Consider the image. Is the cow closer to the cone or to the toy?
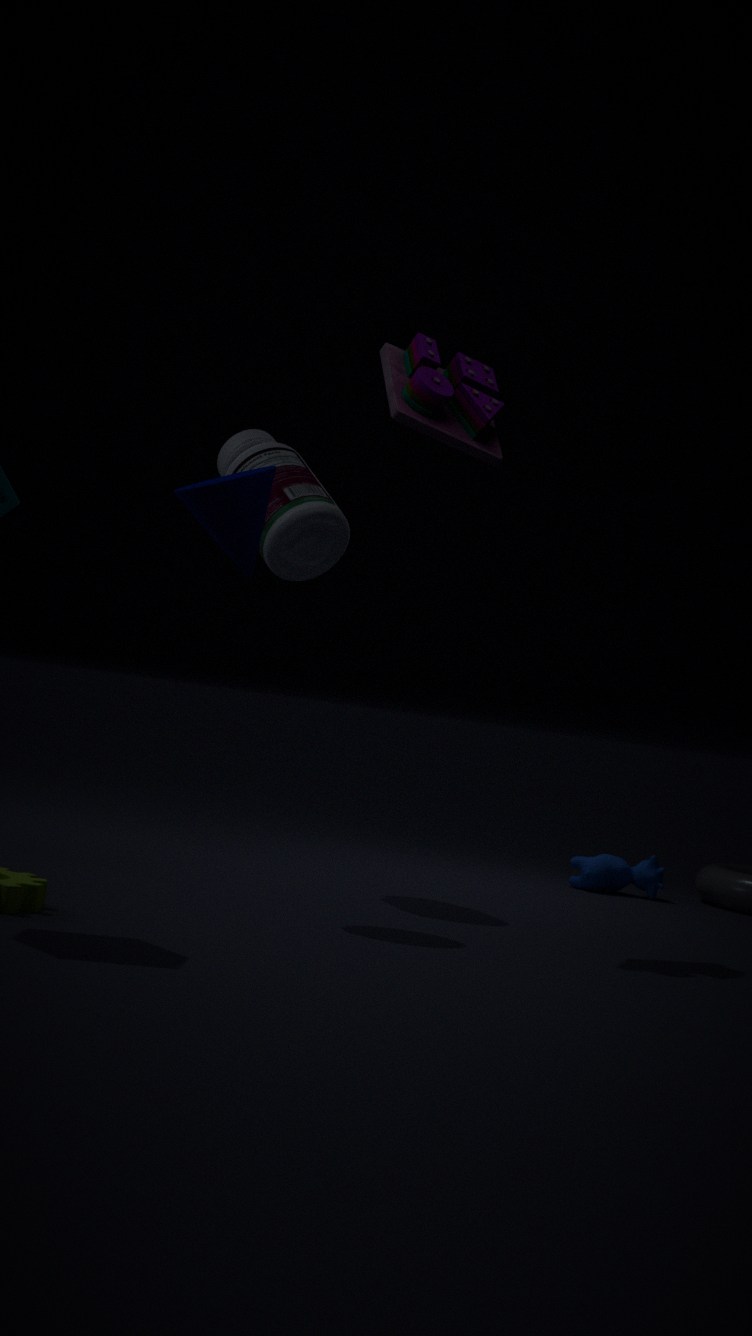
the toy
